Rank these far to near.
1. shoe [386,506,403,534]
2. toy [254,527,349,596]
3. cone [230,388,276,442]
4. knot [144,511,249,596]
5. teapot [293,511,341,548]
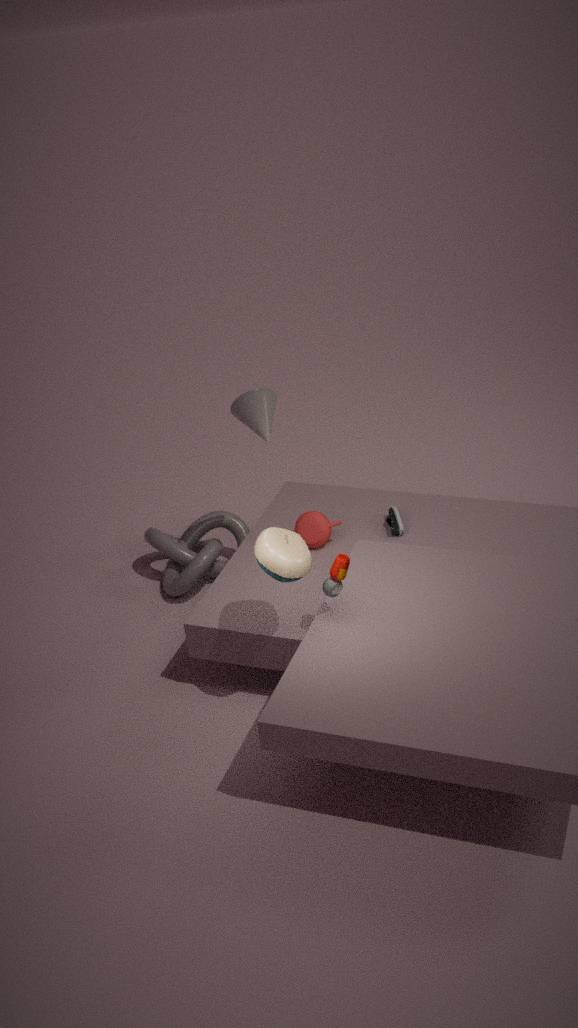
knot [144,511,249,596] < shoe [386,506,403,534] < teapot [293,511,341,548] < cone [230,388,276,442] < toy [254,527,349,596]
